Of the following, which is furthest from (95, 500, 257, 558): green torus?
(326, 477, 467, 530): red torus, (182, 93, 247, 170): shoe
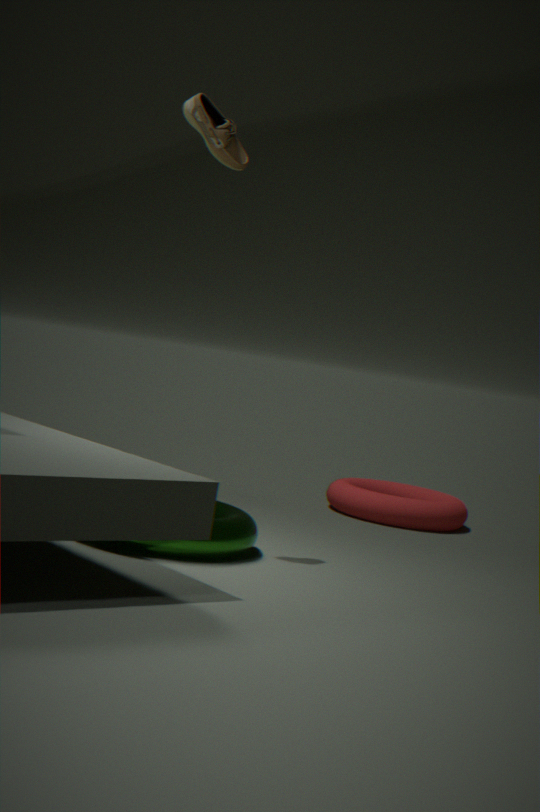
(182, 93, 247, 170): shoe
